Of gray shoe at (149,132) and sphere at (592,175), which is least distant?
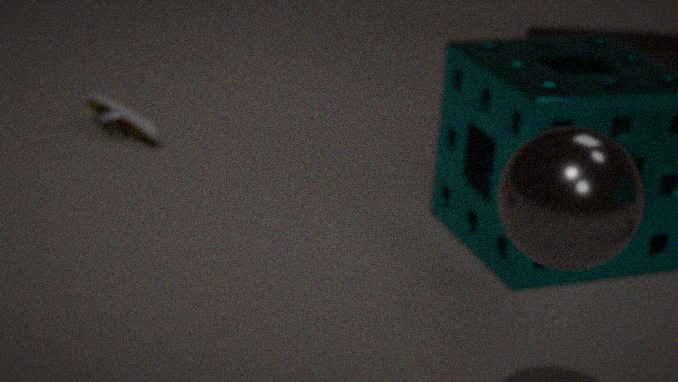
sphere at (592,175)
